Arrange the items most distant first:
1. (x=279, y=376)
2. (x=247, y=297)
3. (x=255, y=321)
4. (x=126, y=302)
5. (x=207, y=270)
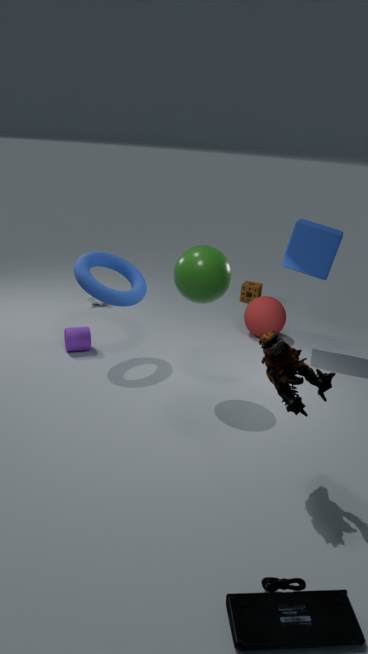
(x=247, y=297)
(x=255, y=321)
(x=126, y=302)
(x=207, y=270)
(x=279, y=376)
